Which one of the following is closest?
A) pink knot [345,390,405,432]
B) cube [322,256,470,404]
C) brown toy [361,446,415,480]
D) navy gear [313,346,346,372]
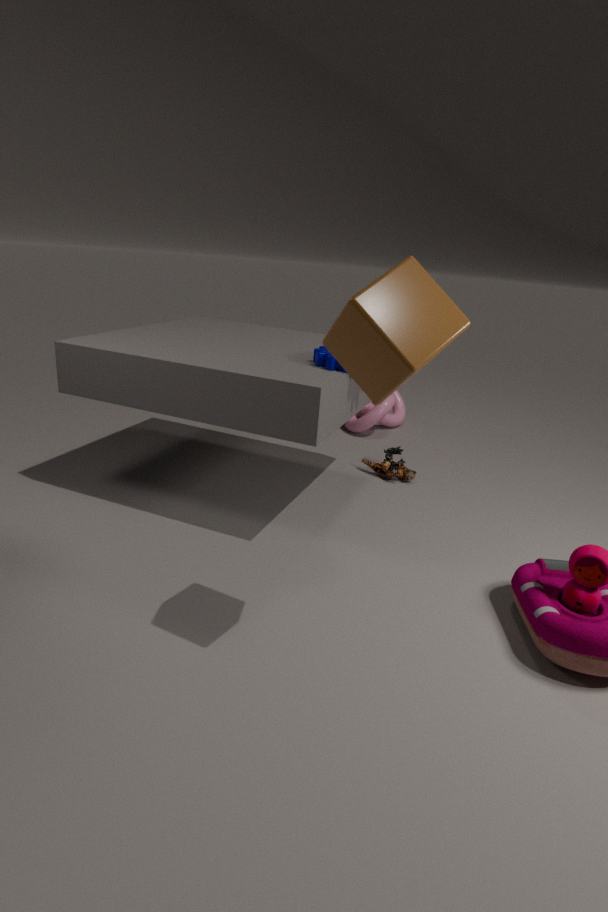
cube [322,256,470,404]
